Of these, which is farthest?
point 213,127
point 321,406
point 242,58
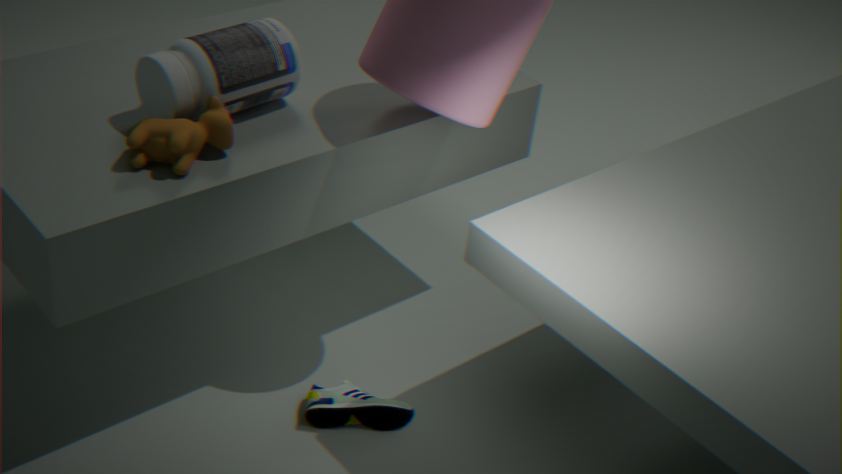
point 321,406
